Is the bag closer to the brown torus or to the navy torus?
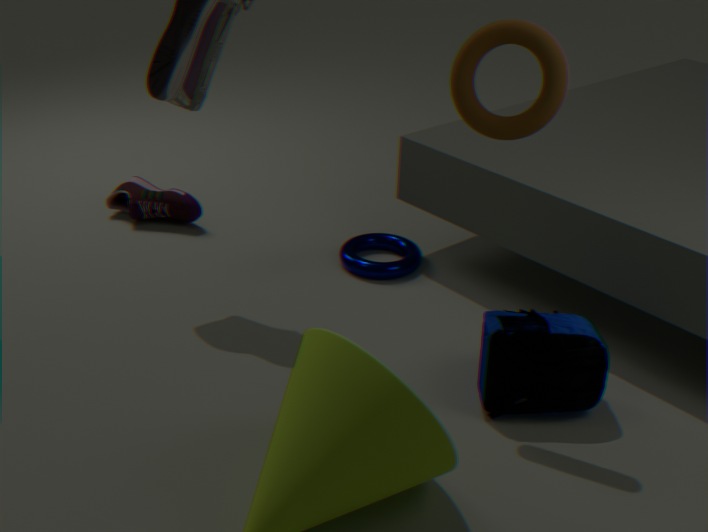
the brown torus
